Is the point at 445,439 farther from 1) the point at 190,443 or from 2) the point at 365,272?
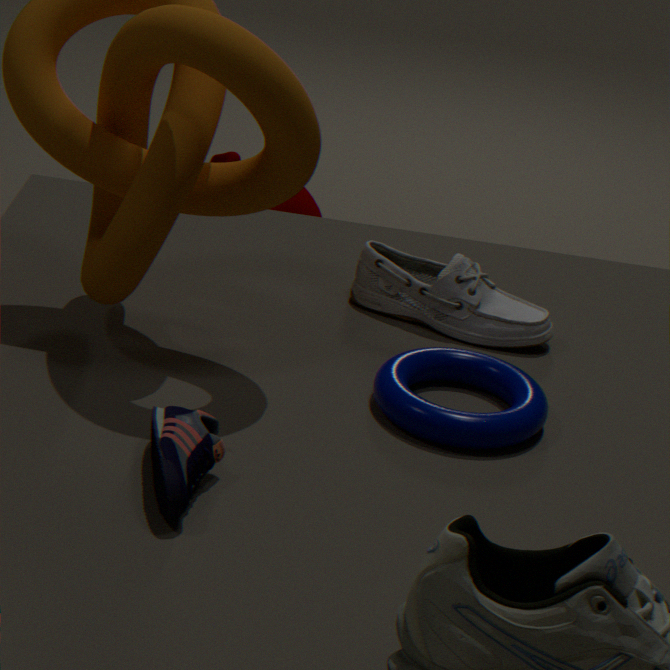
1) the point at 190,443
